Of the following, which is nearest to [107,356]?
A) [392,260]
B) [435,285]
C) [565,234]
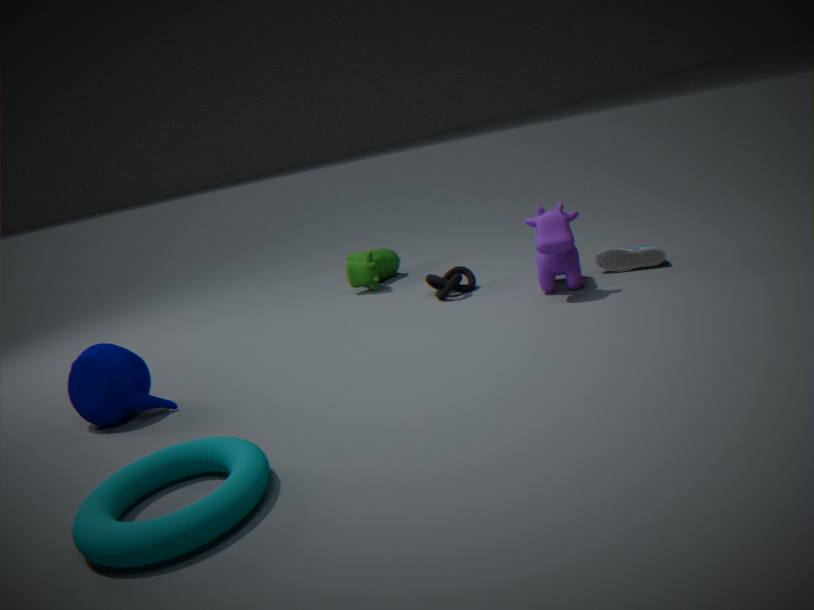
[435,285]
